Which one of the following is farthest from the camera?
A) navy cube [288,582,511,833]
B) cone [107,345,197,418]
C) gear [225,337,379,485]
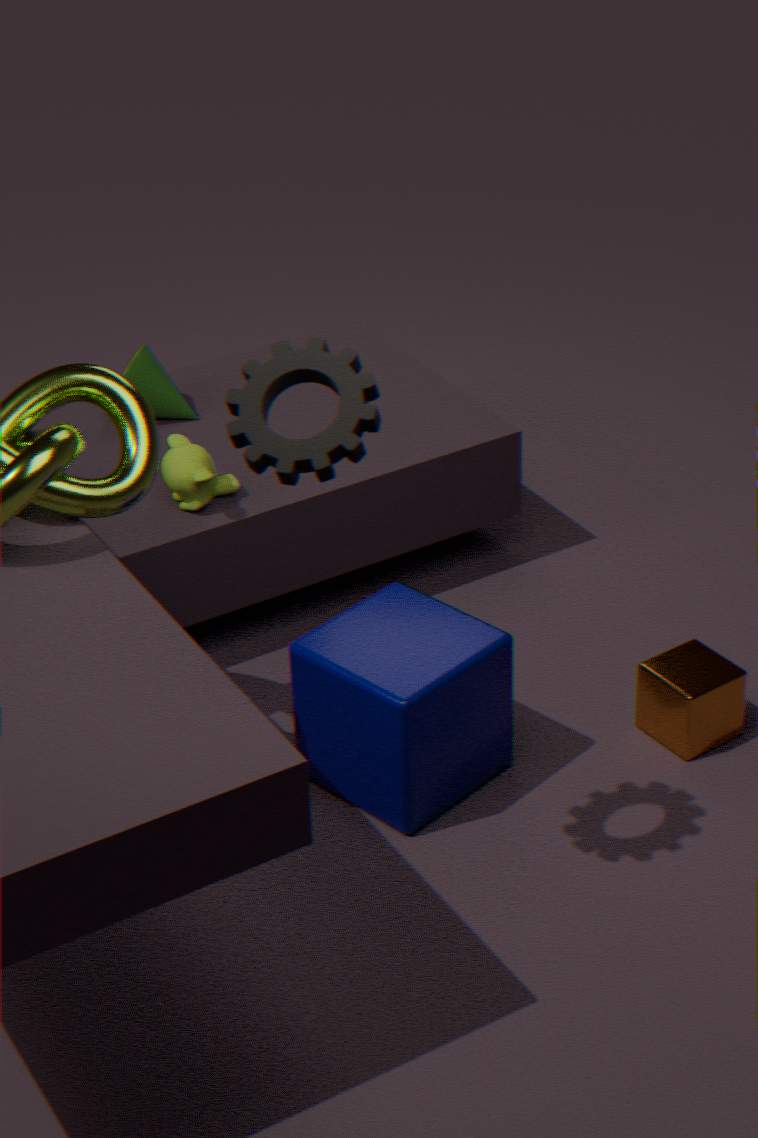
cone [107,345,197,418]
